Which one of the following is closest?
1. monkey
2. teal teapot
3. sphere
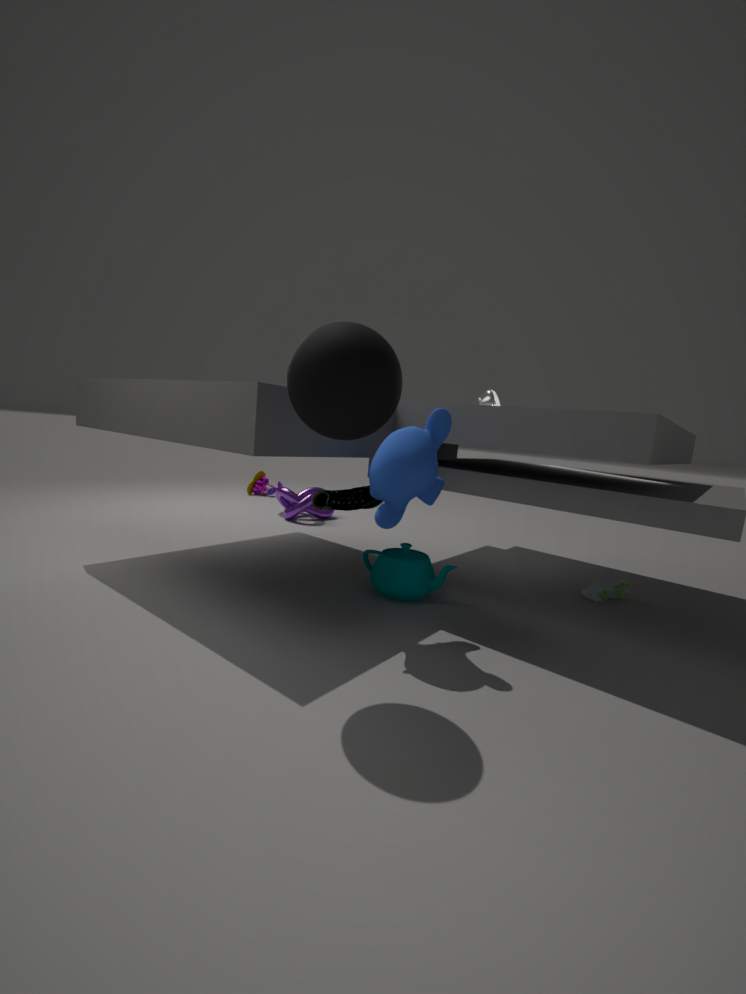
sphere
